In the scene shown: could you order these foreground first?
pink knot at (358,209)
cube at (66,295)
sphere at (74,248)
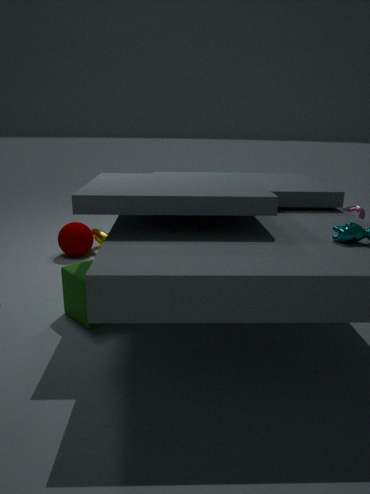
cube at (66,295) < sphere at (74,248) < pink knot at (358,209)
